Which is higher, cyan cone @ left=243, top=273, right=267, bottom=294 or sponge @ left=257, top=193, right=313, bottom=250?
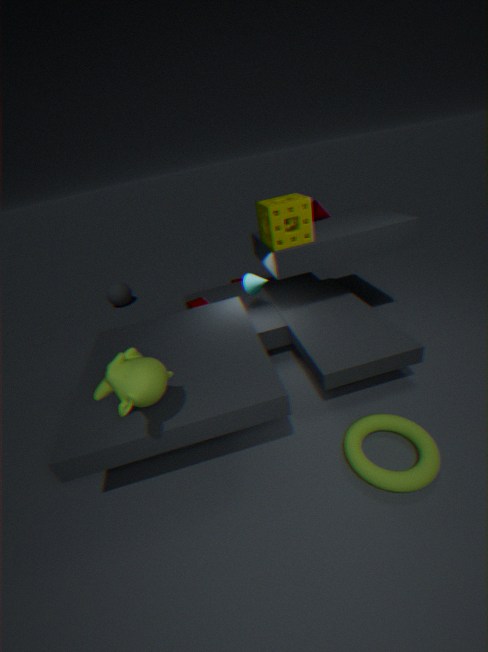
sponge @ left=257, top=193, right=313, bottom=250
